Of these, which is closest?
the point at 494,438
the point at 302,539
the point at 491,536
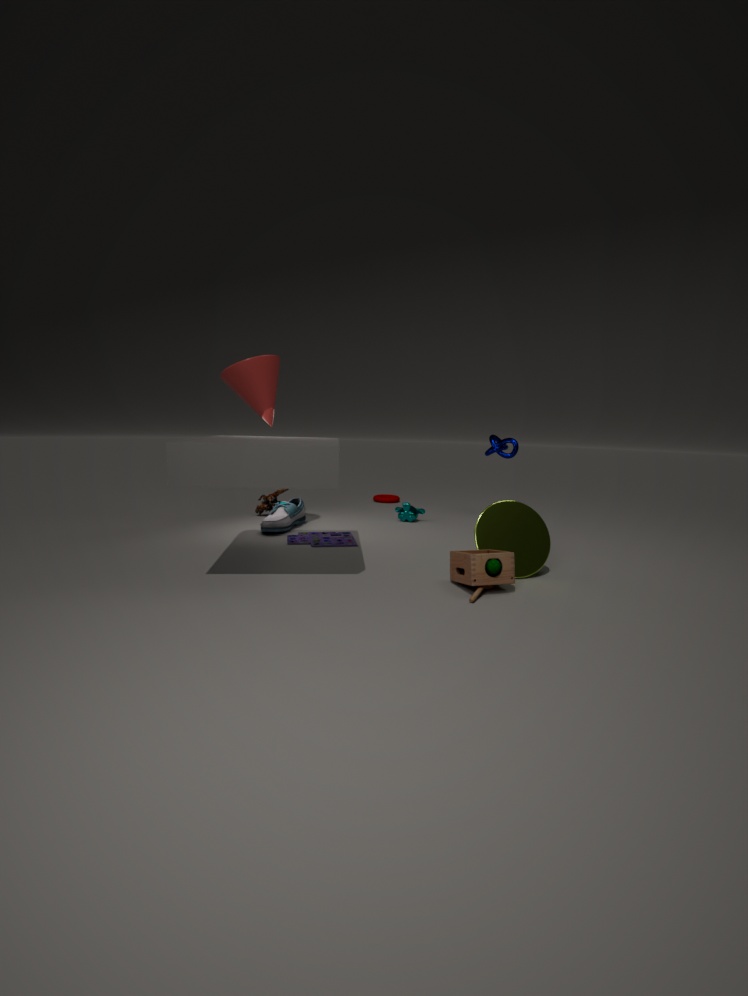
the point at 491,536
